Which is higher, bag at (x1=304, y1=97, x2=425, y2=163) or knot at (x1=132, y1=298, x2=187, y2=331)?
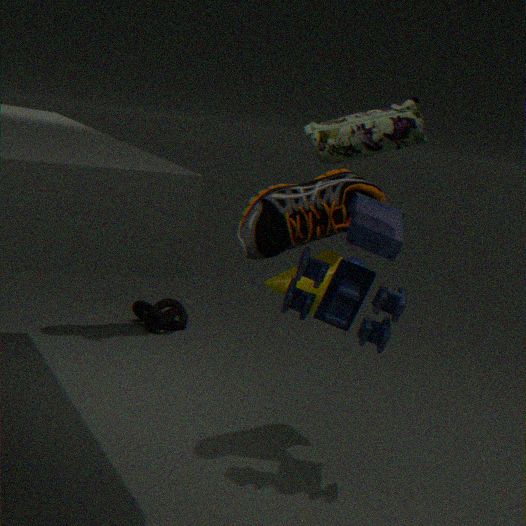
bag at (x1=304, y1=97, x2=425, y2=163)
